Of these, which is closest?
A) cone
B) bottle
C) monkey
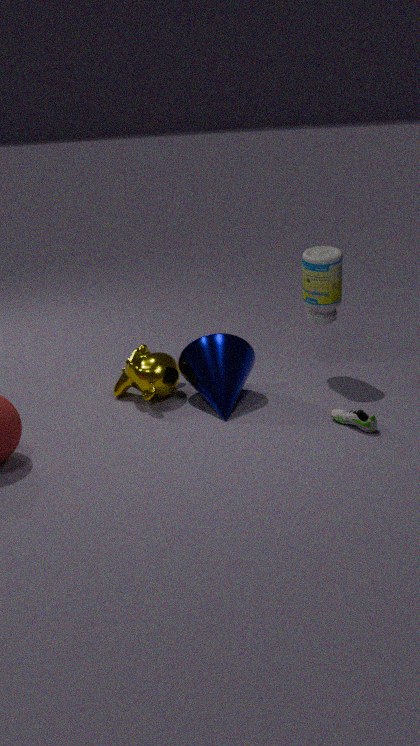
cone
